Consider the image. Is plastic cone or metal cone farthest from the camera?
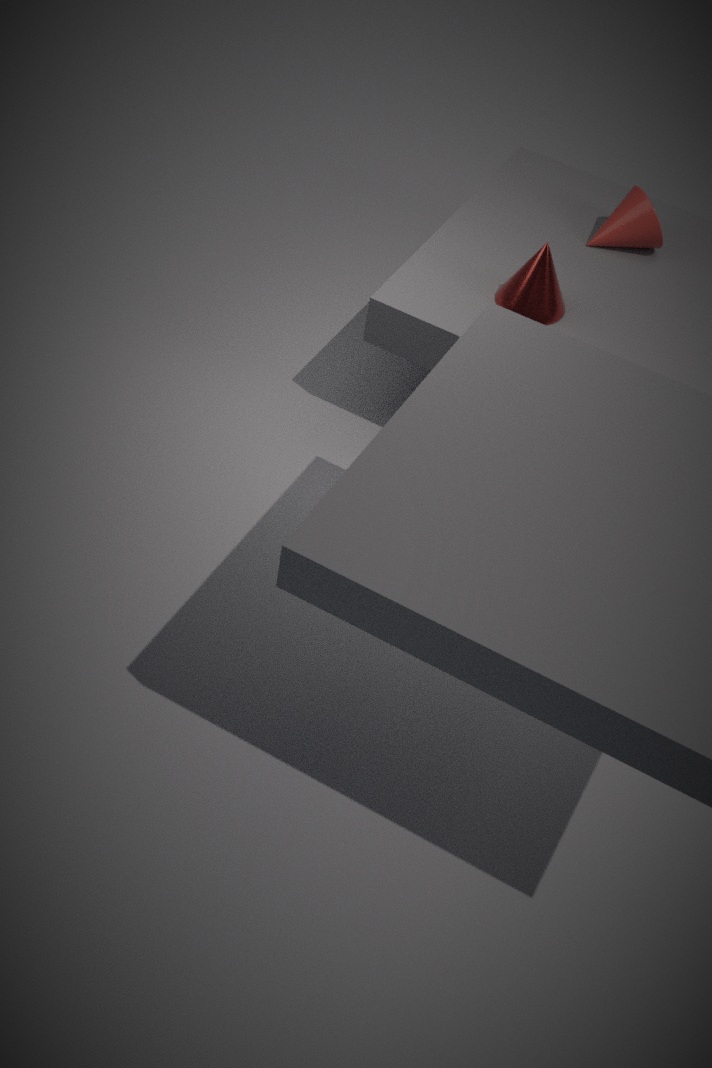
plastic cone
